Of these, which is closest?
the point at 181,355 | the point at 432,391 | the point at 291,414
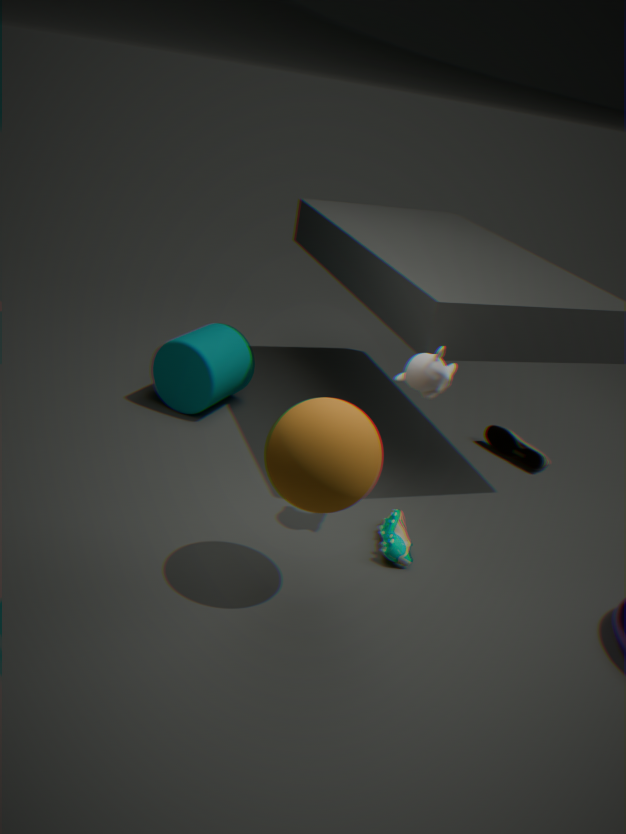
the point at 291,414
